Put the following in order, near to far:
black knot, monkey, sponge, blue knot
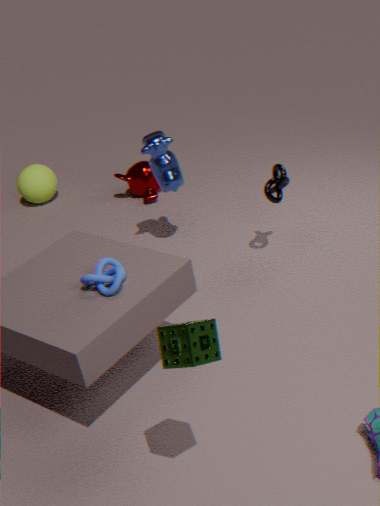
1. sponge
2. blue knot
3. black knot
4. monkey
